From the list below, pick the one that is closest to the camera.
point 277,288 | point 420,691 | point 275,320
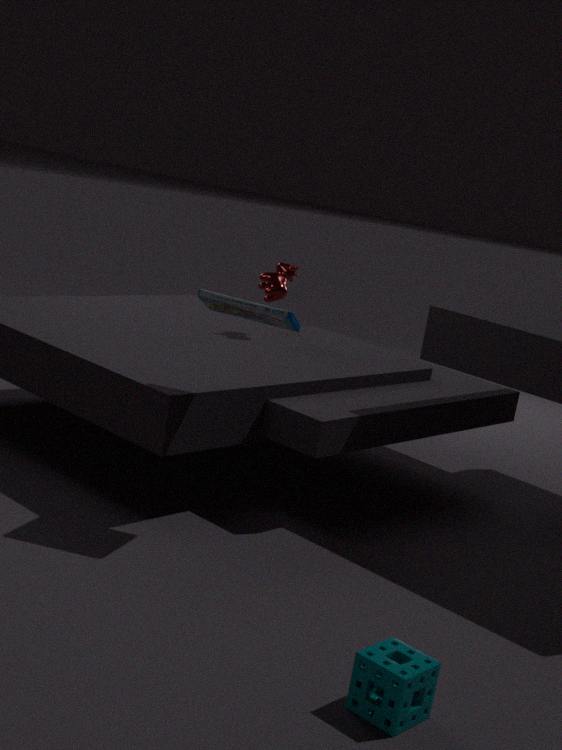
point 420,691
